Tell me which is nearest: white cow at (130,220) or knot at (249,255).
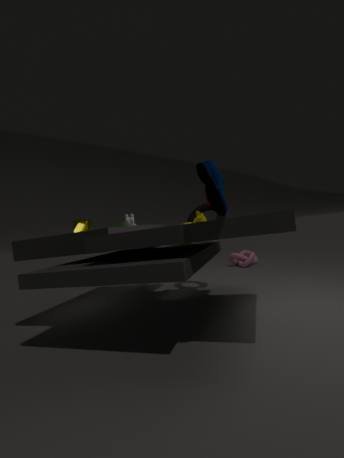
white cow at (130,220)
